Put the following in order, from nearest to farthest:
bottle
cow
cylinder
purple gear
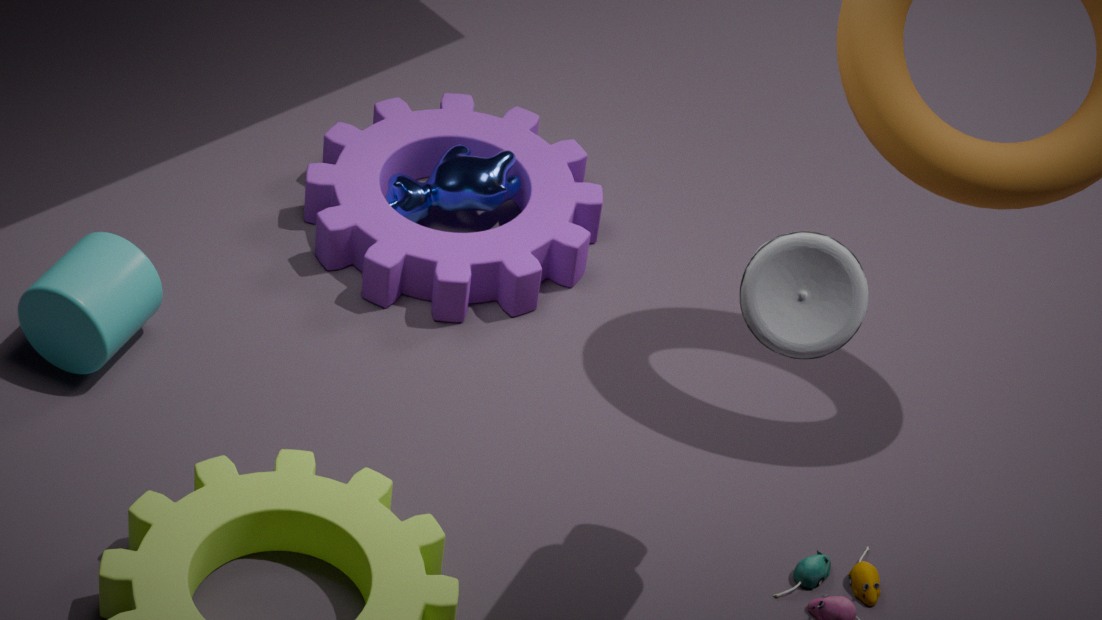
1. bottle
2. cylinder
3. purple gear
4. cow
